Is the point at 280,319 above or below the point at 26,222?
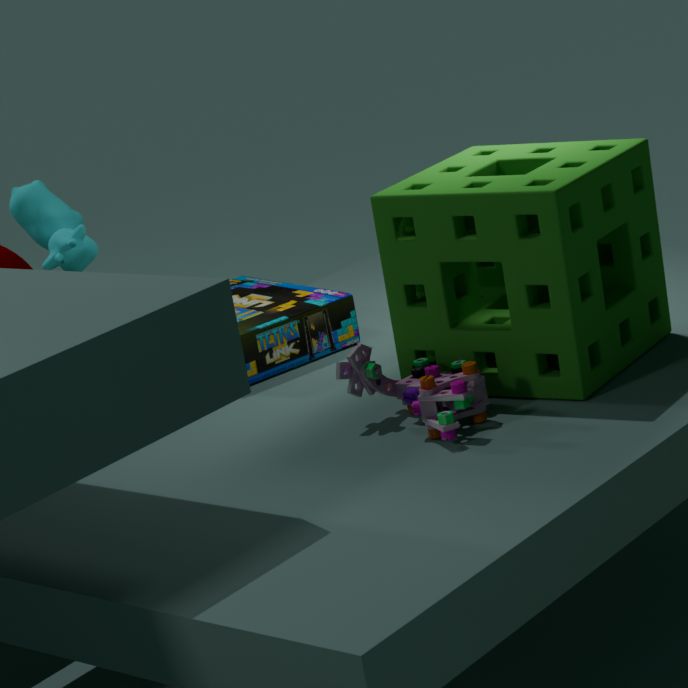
below
